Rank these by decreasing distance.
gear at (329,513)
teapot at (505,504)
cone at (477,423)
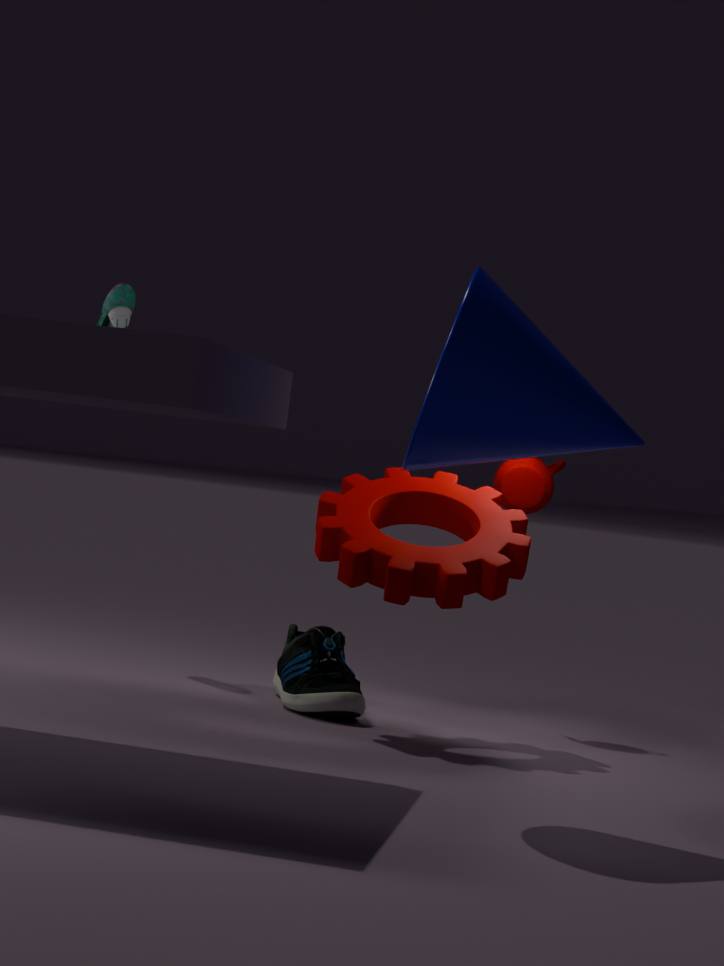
teapot at (505,504)
gear at (329,513)
cone at (477,423)
